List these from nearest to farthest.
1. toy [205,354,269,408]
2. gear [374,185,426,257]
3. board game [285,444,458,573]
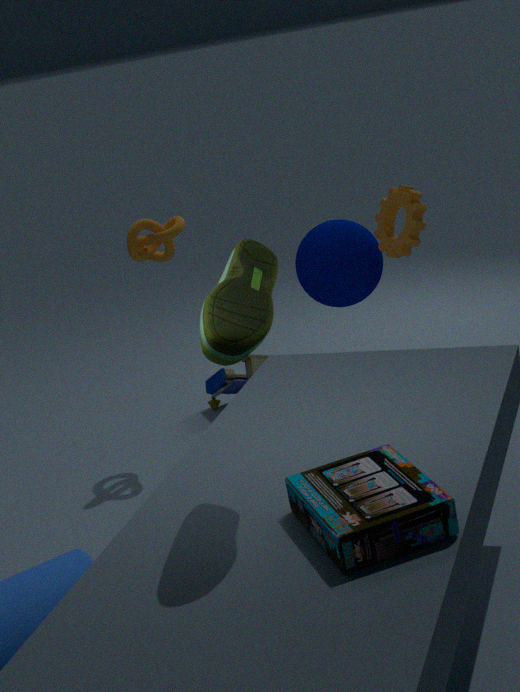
board game [285,444,458,573] < gear [374,185,426,257] < toy [205,354,269,408]
